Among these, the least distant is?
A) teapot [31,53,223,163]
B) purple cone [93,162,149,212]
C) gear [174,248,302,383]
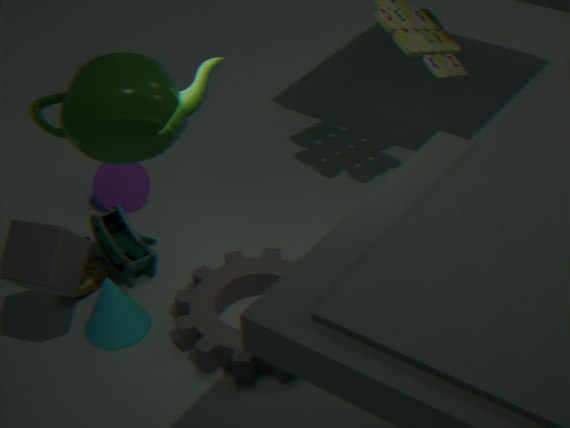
teapot [31,53,223,163]
